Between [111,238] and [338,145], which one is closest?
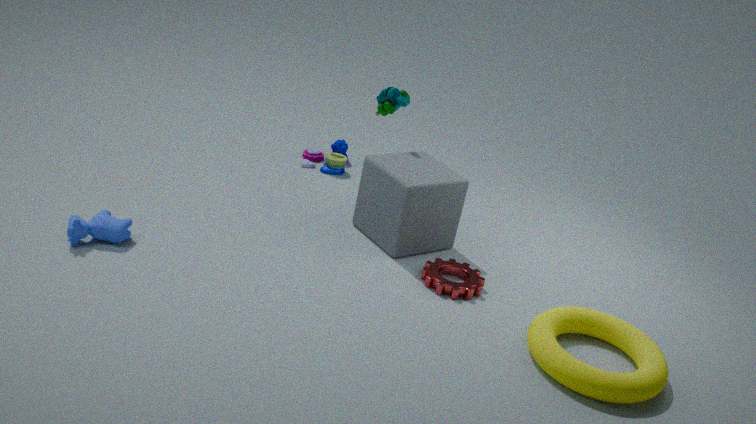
[111,238]
